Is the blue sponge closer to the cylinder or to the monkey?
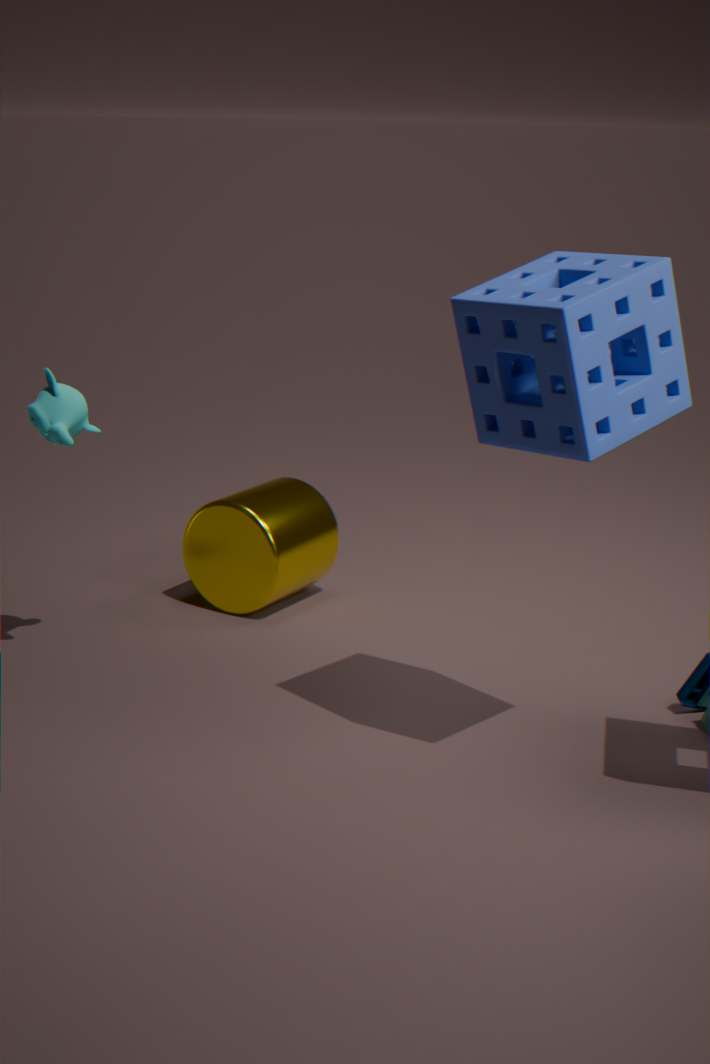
the monkey
